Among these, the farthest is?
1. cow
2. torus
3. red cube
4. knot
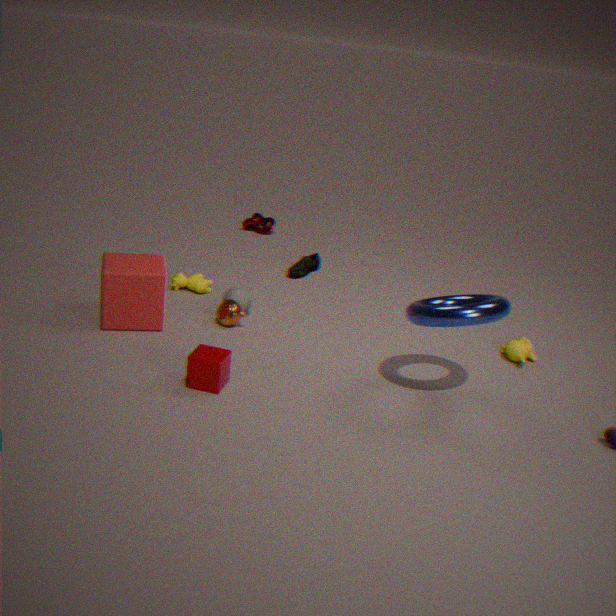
knot
